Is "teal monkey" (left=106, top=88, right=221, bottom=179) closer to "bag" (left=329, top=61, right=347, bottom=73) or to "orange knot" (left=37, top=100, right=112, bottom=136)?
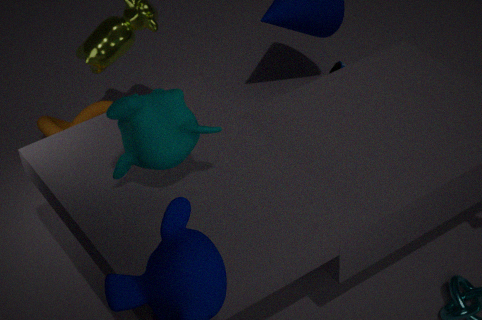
"orange knot" (left=37, top=100, right=112, bottom=136)
